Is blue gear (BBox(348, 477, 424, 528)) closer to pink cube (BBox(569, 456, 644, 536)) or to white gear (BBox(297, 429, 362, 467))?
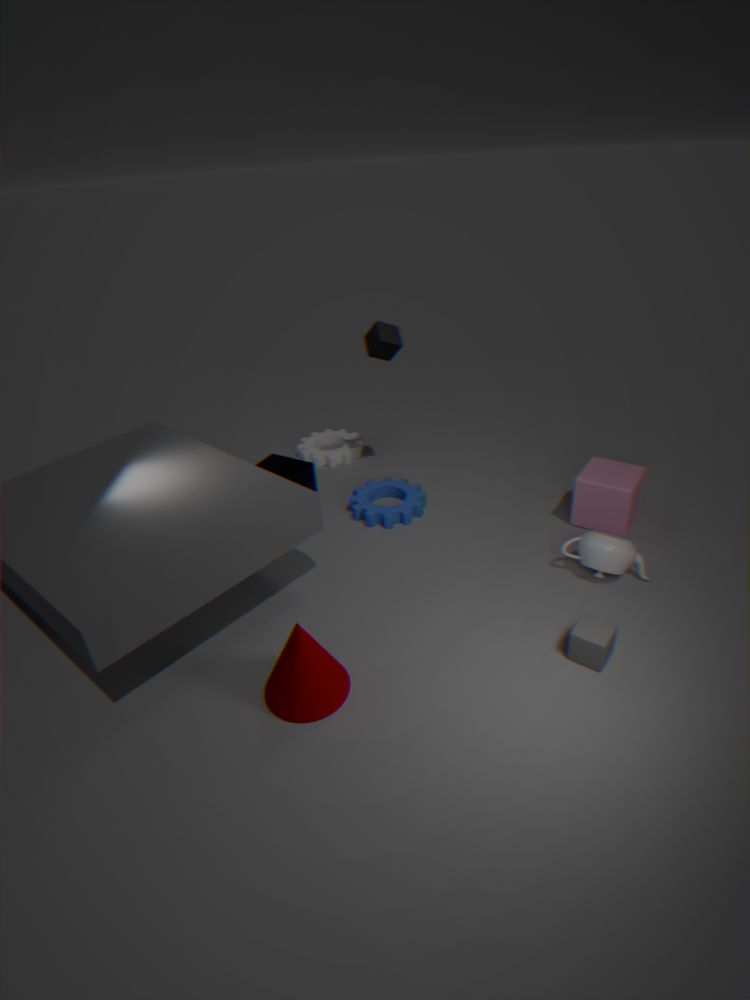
white gear (BBox(297, 429, 362, 467))
